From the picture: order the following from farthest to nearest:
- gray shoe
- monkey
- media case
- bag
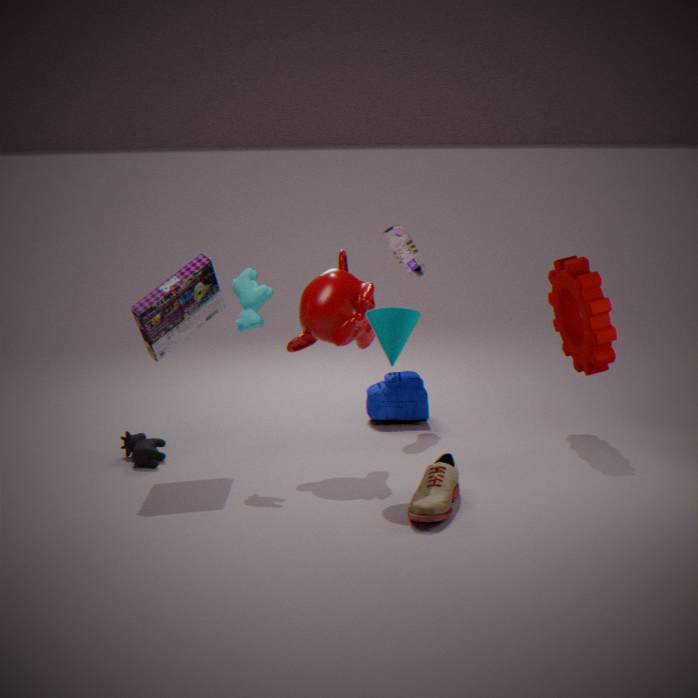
1. bag
2. gray shoe
3. monkey
4. media case
